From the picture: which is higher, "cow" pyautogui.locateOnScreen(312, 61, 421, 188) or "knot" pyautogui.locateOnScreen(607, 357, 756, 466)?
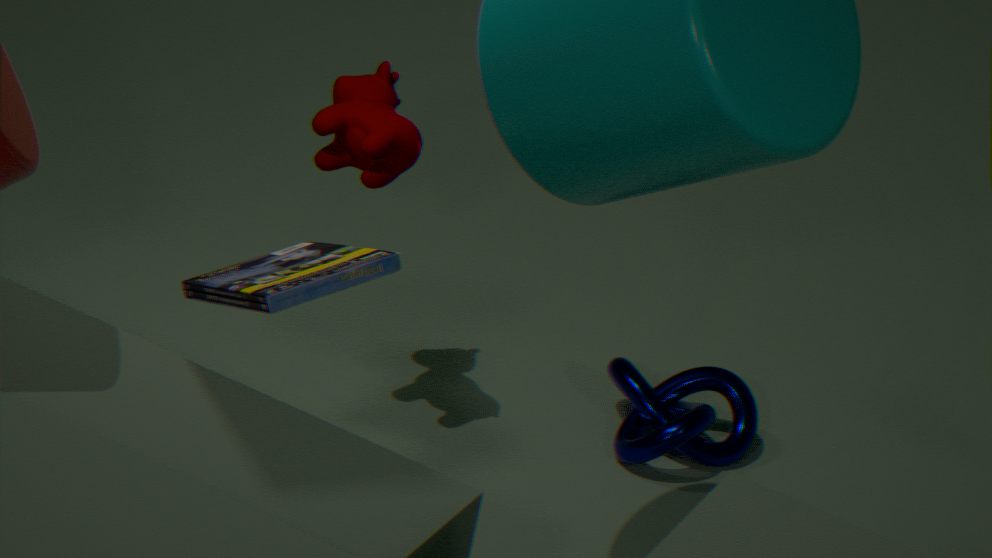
"cow" pyautogui.locateOnScreen(312, 61, 421, 188)
